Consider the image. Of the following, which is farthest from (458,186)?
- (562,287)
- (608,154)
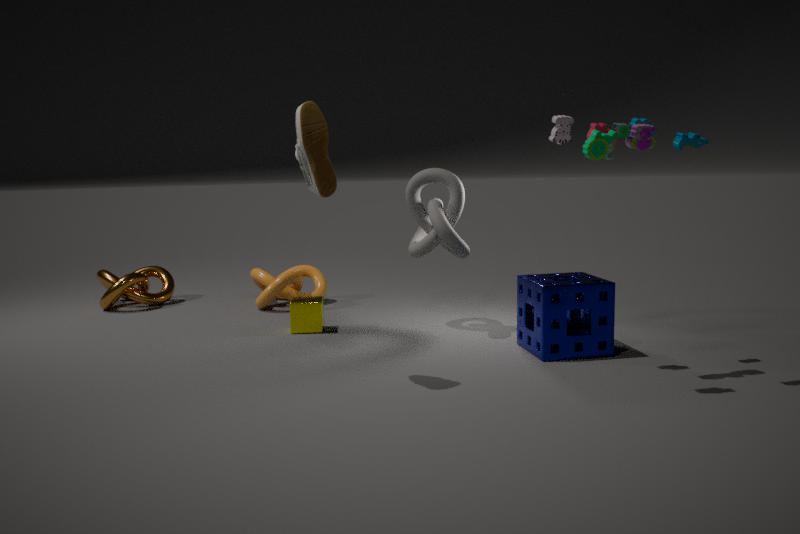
(608,154)
